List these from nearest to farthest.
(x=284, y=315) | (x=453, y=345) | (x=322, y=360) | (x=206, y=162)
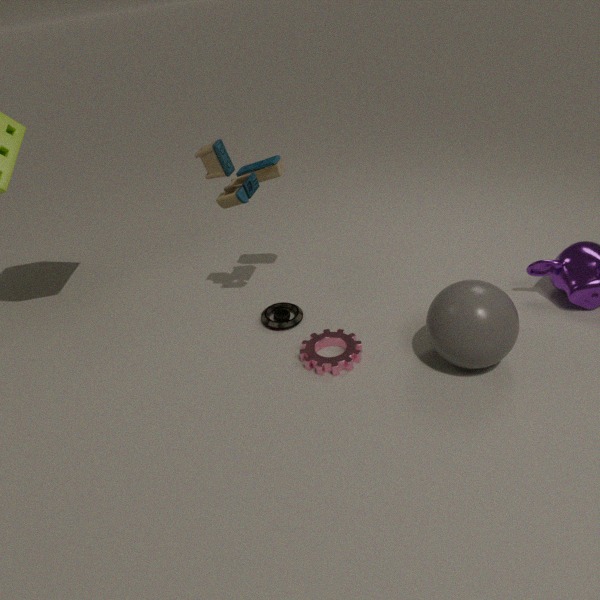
(x=453, y=345) → (x=322, y=360) → (x=206, y=162) → (x=284, y=315)
